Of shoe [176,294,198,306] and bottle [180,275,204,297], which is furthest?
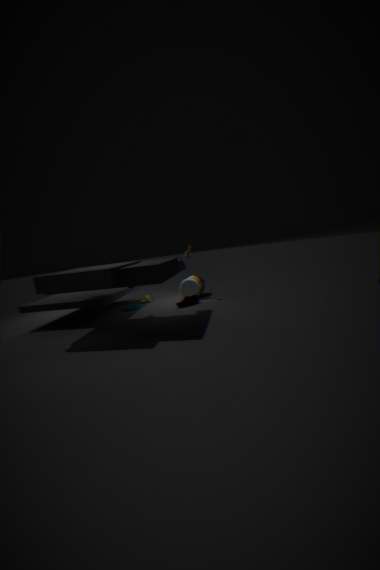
bottle [180,275,204,297]
